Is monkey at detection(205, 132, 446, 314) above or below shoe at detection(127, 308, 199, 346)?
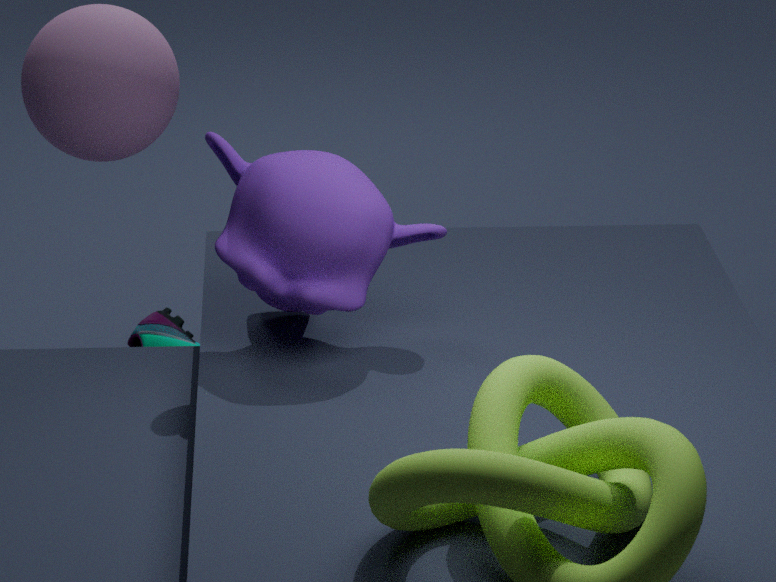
above
